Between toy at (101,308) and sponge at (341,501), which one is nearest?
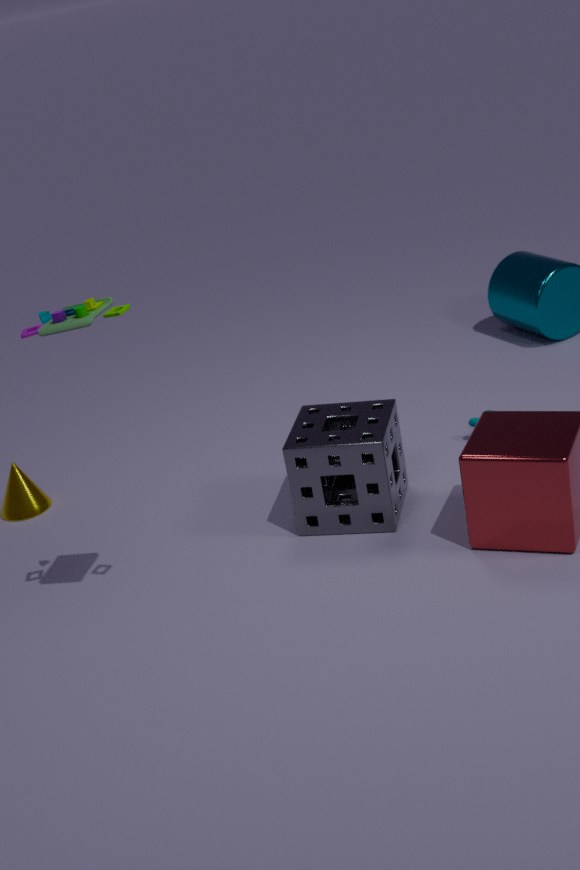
toy at (101,308)
